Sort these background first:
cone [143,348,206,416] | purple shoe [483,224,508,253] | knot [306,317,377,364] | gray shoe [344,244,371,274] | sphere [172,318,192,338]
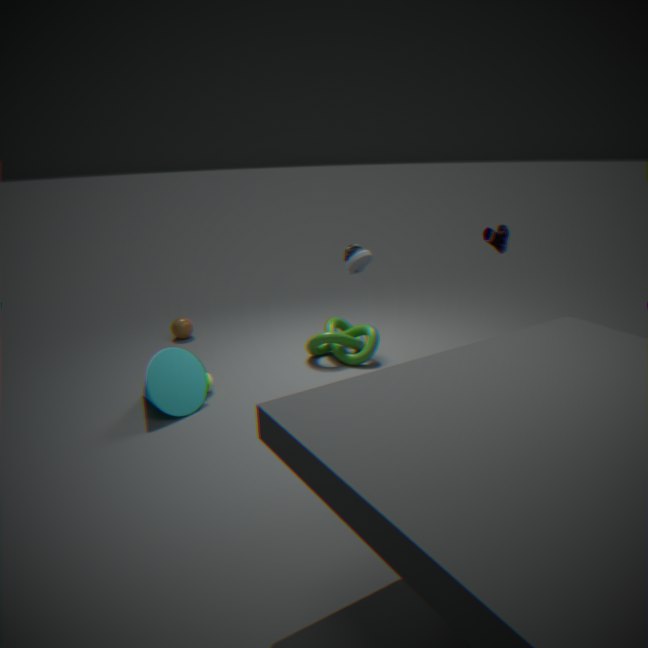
sphere [172,318,192,338]
knot [306,317,377,364]
purple shoe [483,224,508,253]
cone [143,348,206,416]
gray shoe [344,244,371,274]
